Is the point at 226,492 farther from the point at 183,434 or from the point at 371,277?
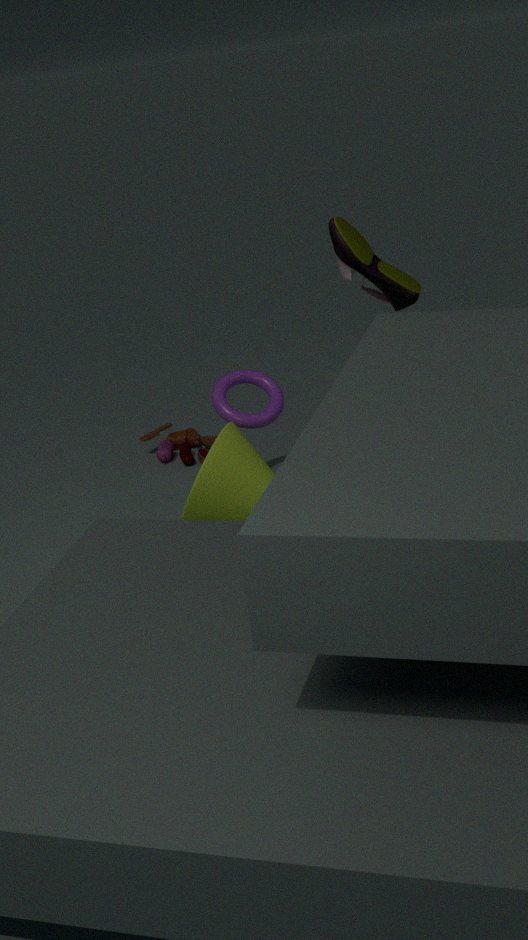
the point at 371,277
